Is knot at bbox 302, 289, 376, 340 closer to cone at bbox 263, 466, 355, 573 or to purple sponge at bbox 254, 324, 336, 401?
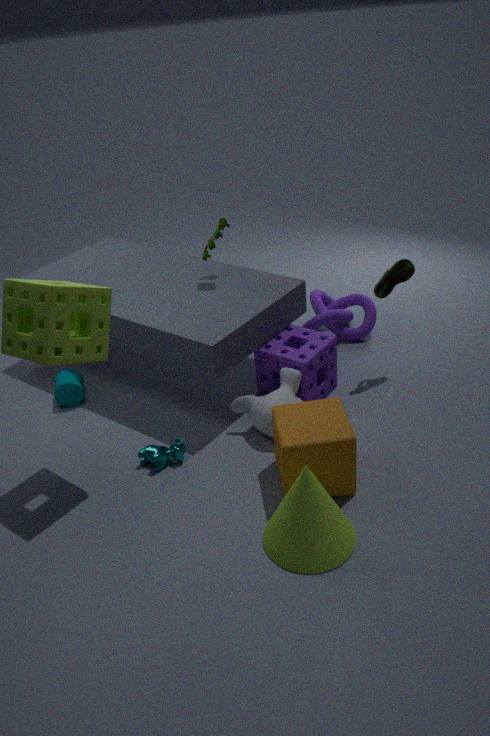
purple sponge at bbox 254, 324, 336, 401
